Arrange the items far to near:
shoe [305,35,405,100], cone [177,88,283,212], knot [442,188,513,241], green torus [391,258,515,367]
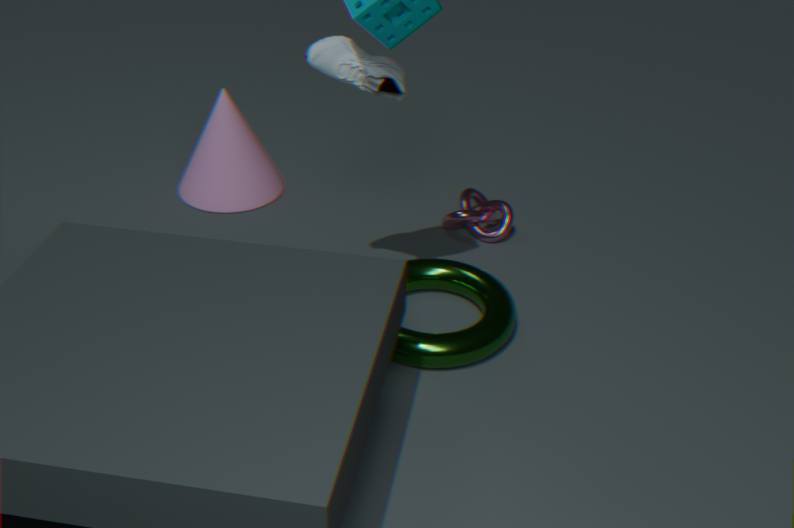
cone [177,88,283,212]
knot [442,188,513,241]
green torus [391,258,515,367]
shoe [305,35,405,100]
